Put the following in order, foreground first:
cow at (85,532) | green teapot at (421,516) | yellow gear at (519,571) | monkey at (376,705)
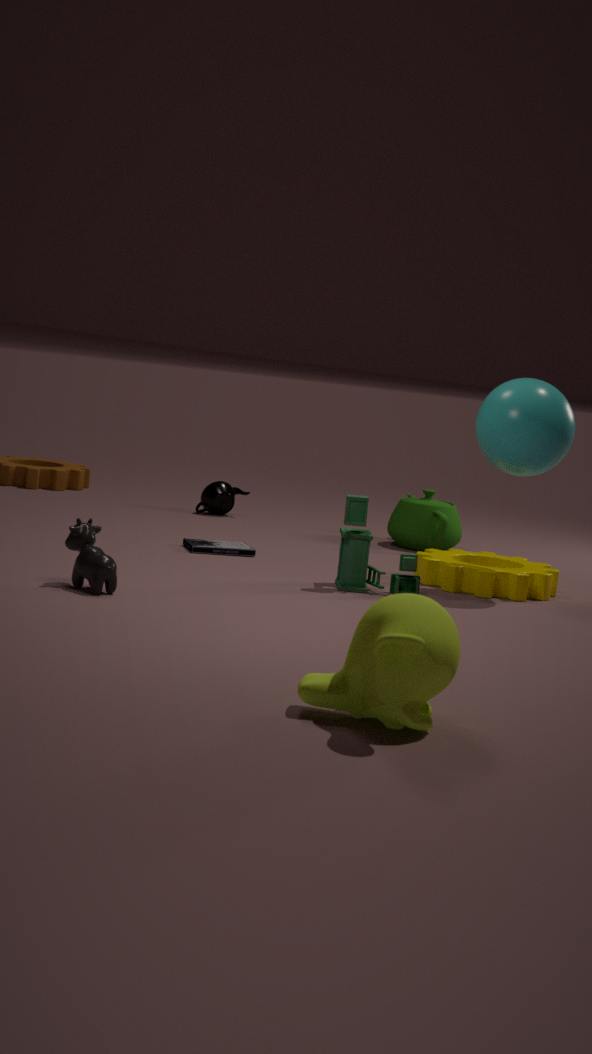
monkey at (376,705), cow at (85,532), yellow gear at (519,571), green teapot at (421,516)
